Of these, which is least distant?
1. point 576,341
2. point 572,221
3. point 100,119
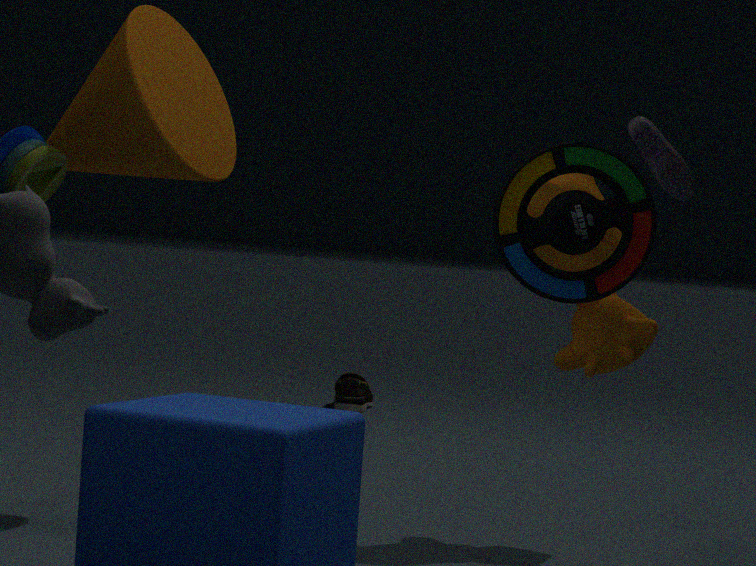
point 572,221
